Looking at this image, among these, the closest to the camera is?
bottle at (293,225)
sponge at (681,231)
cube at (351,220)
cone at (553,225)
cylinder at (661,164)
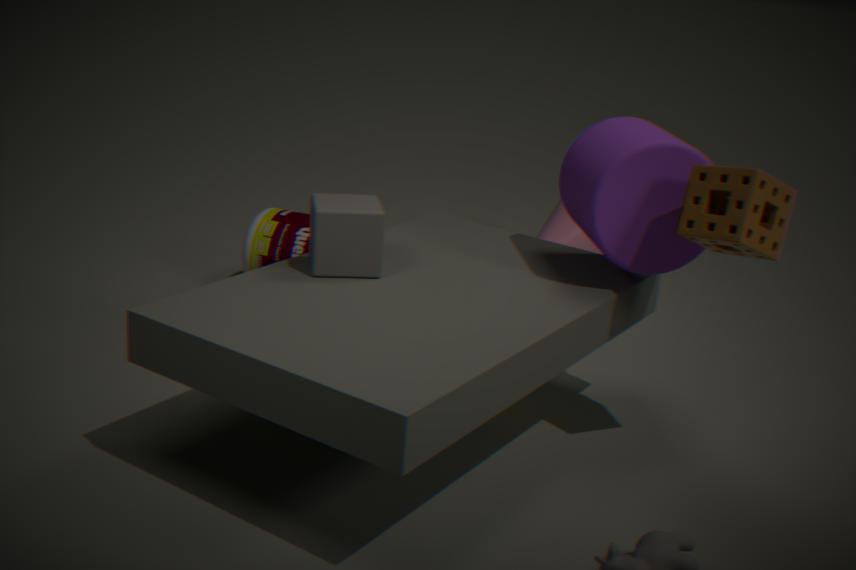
sponge at (681,231)
